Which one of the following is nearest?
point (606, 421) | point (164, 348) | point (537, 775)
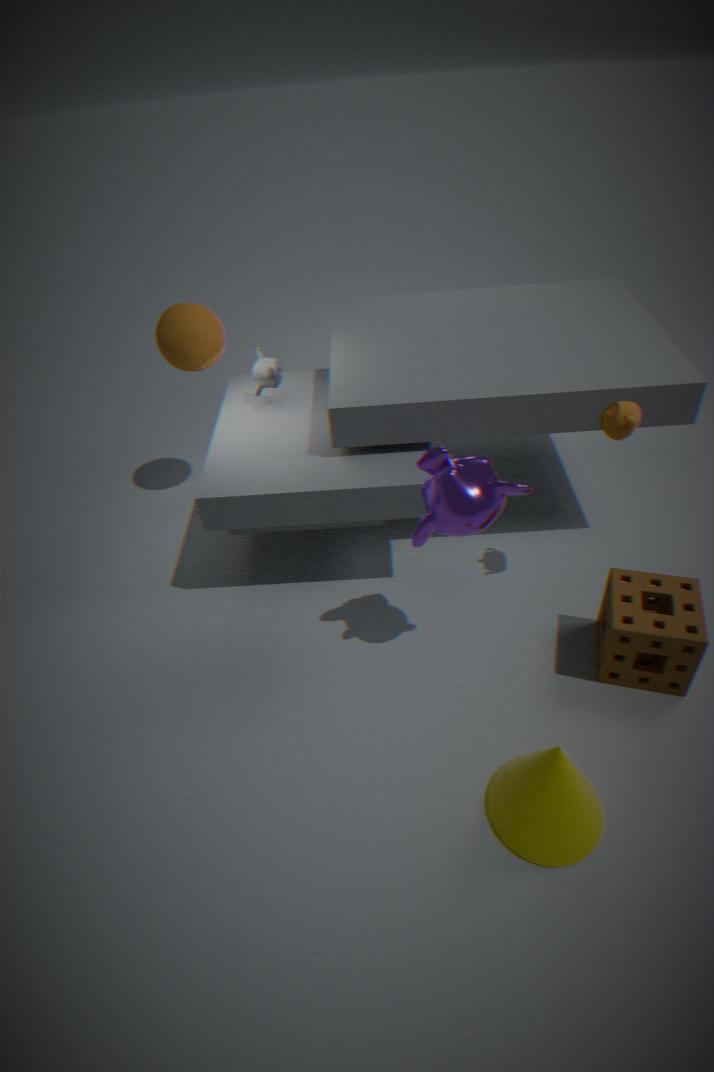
point (537, 775)
